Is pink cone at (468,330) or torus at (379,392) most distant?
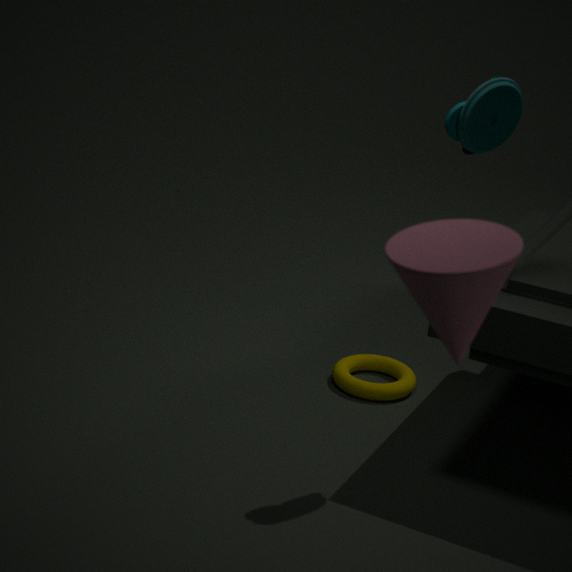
torus at (379,392)
